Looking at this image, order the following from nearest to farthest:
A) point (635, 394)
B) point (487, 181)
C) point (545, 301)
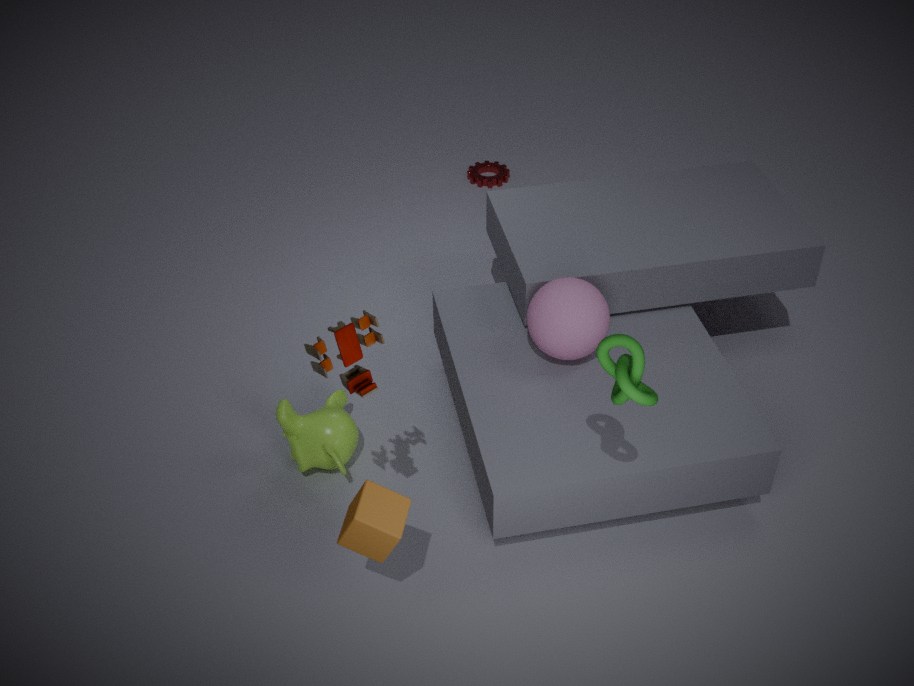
1. point (635, 394)
2. point (545, 301)
3. point (487, 181)
